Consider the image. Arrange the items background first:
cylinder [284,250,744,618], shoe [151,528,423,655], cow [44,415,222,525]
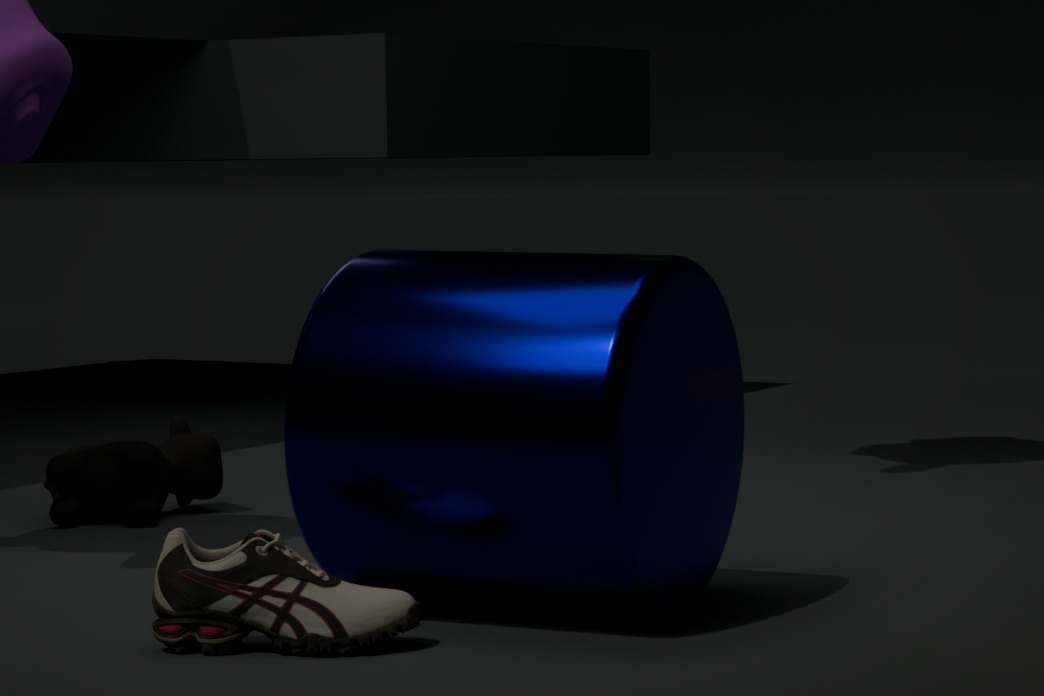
cow [44,415,222,525]
cylinder [284,250,744,618]
shoe [151,528,423,655]
